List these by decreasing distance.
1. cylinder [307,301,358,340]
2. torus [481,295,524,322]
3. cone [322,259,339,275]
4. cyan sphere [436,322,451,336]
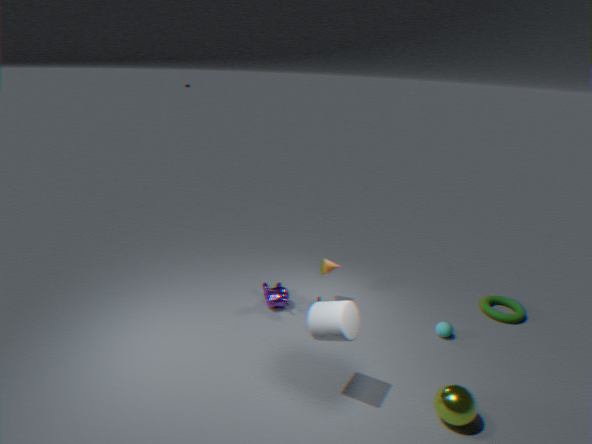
cone [322,259,339,275]
torus [481,295,524,322]
cyan sphere [436,322,451,336]
cylinder [307,301,358,340]
